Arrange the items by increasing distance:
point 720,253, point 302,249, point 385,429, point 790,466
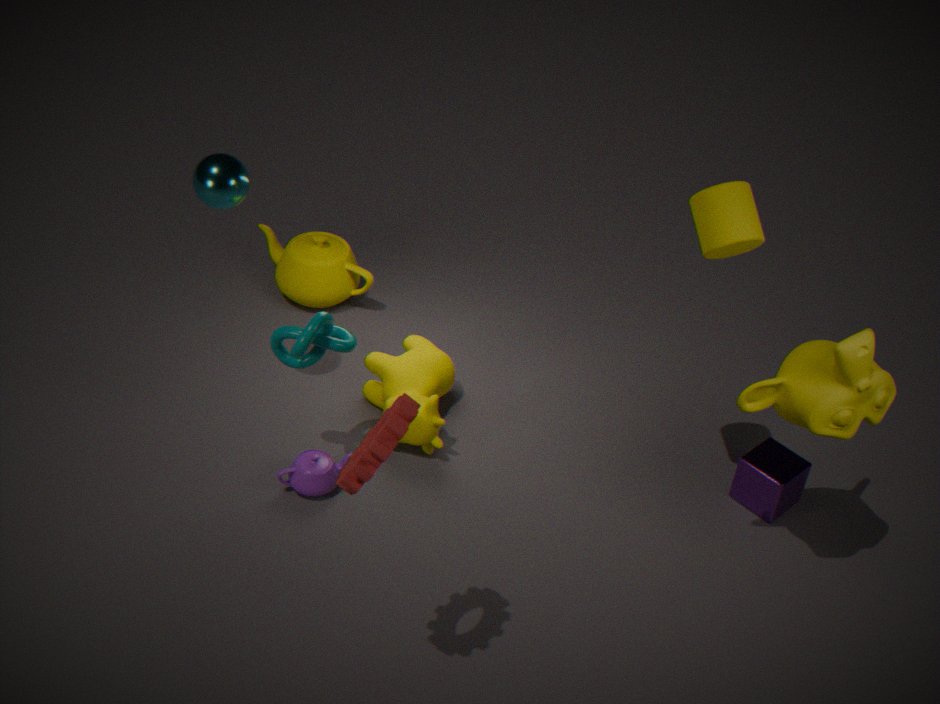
point 385,429 → point 720,253 → point 790,466 → point 302,249
